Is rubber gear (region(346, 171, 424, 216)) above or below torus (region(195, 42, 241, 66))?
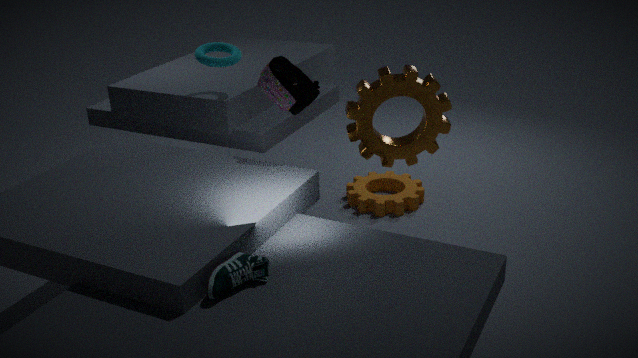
below
